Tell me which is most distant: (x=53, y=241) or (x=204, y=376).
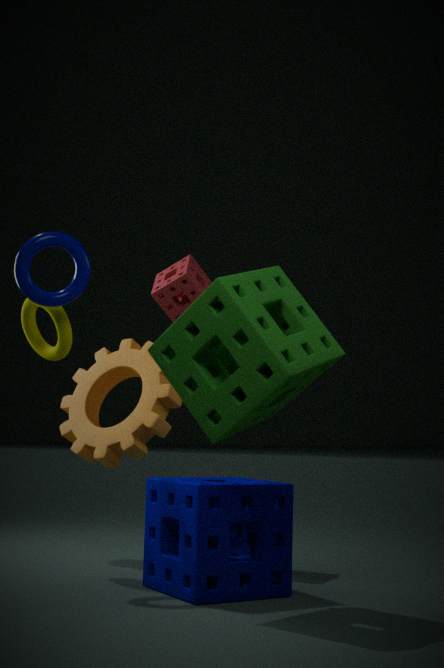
(x=53, y=241)
